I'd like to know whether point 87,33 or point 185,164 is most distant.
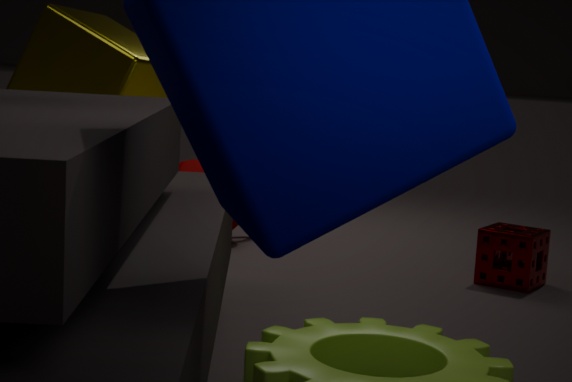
point 185,164
